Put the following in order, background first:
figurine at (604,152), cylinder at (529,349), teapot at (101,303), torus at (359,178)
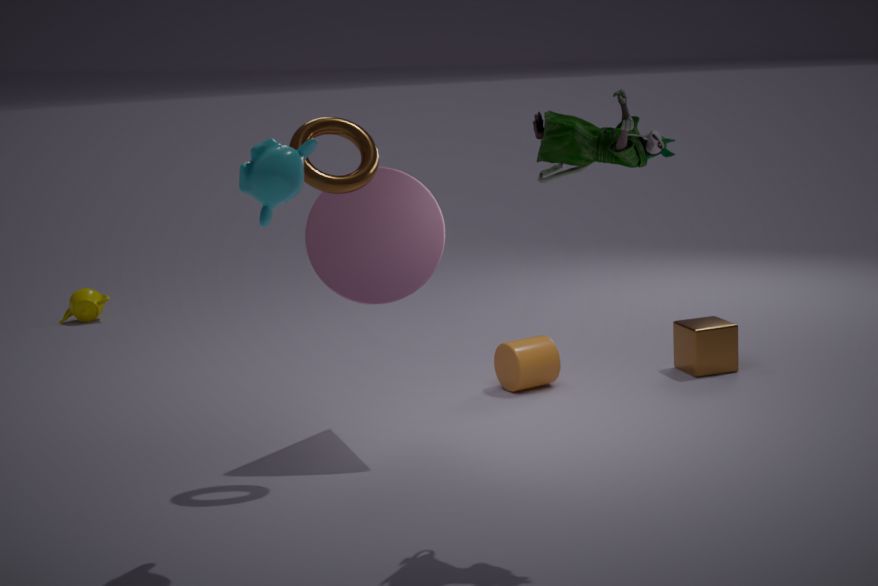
teapot at (101,303) < cylinder at (529,349) < torus at (359,178) < figurine at (604,152)
